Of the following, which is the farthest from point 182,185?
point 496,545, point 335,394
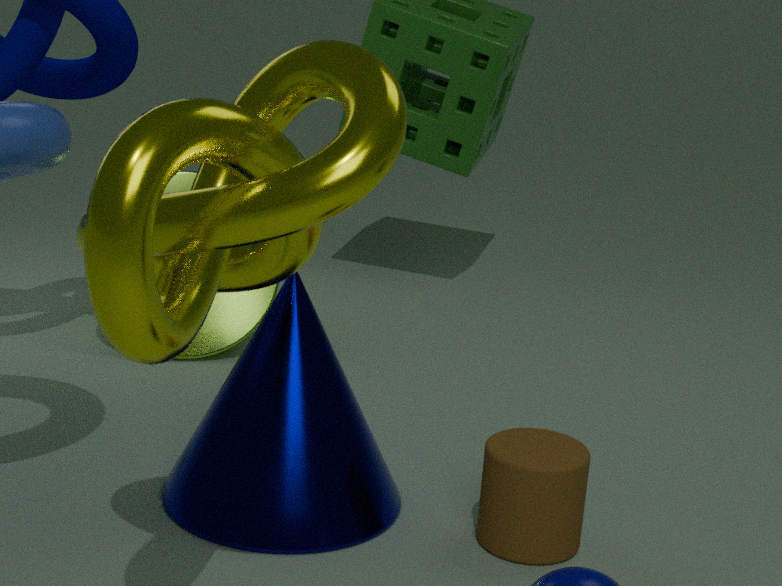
point 496,545
